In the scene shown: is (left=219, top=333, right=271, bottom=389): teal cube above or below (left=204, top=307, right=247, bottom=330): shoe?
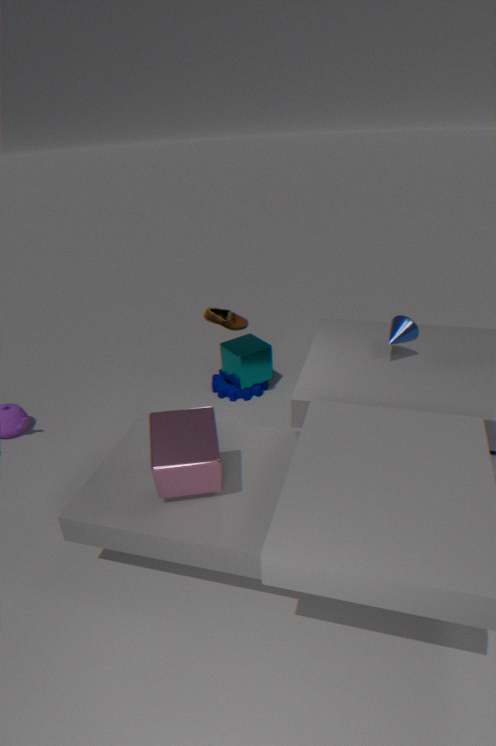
Result: below
